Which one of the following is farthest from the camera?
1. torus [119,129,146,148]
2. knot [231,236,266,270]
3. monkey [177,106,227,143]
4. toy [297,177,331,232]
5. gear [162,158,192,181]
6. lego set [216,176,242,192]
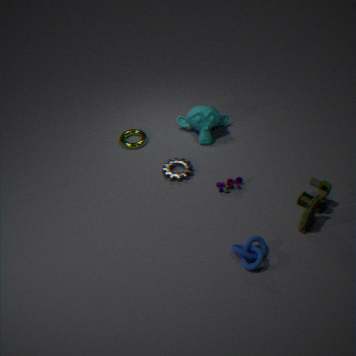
torus [119,129,146,148]
